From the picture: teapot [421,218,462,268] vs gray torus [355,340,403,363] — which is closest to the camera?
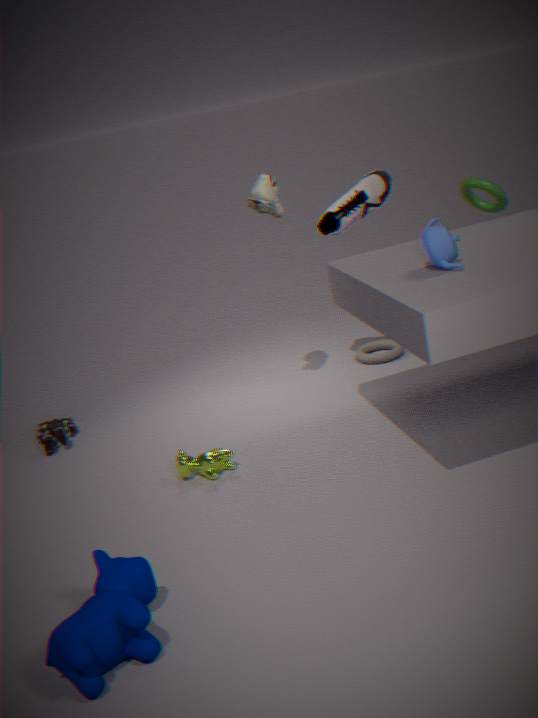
teapot [421,218,462,268]
